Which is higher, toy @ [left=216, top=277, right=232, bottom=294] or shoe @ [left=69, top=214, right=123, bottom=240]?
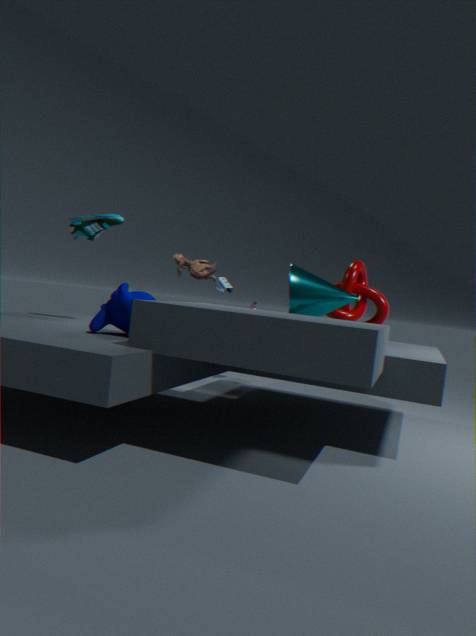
shoe @ [left=69, top=214, right=123, bottom=240]
